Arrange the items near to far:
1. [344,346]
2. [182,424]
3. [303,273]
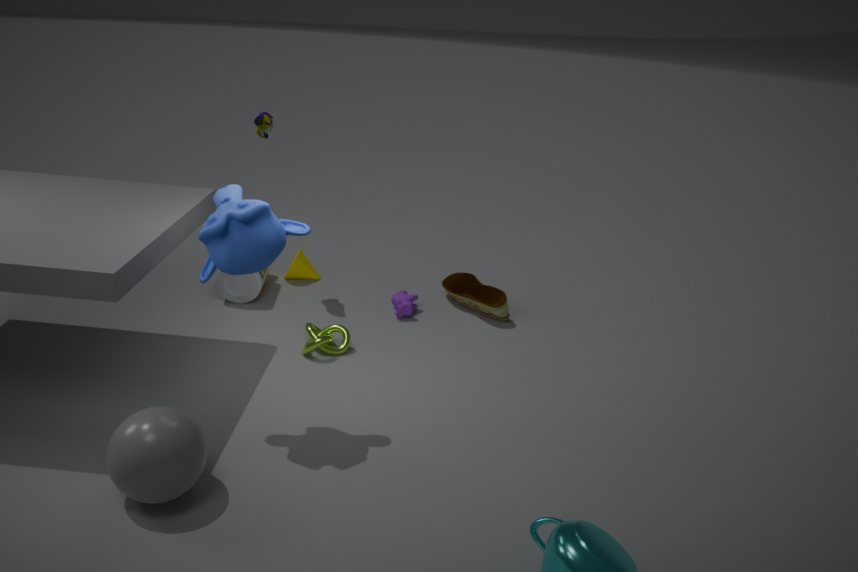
[182,424]
[344,346]
[303,273]
